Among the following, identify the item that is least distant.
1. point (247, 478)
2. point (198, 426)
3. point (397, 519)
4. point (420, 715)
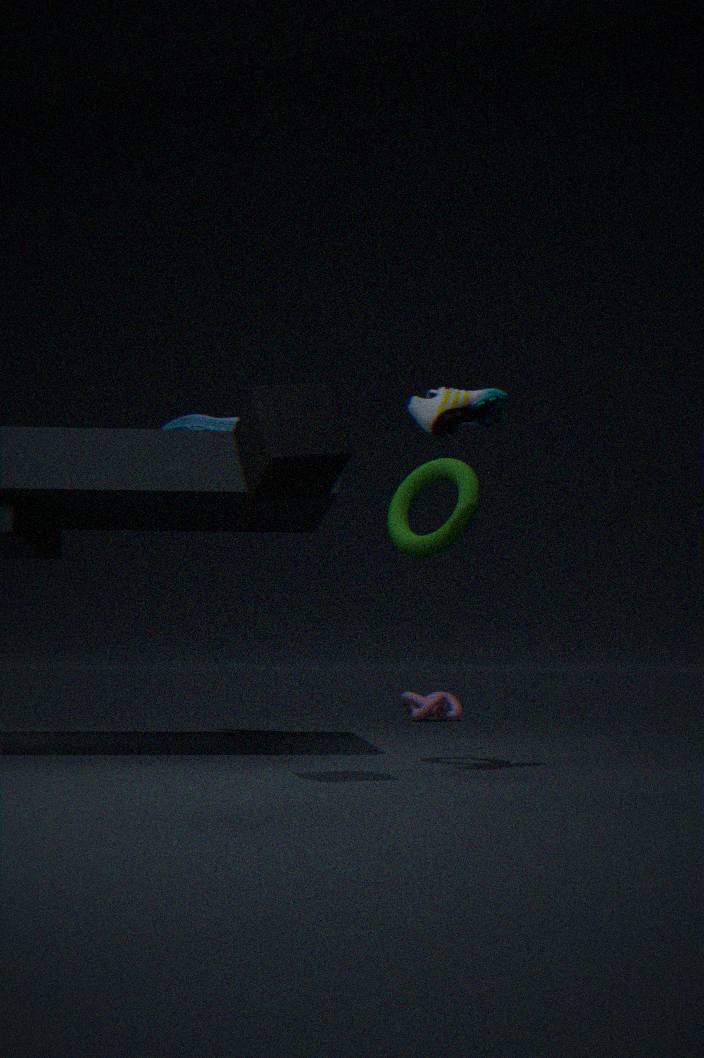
point (247, 478)
